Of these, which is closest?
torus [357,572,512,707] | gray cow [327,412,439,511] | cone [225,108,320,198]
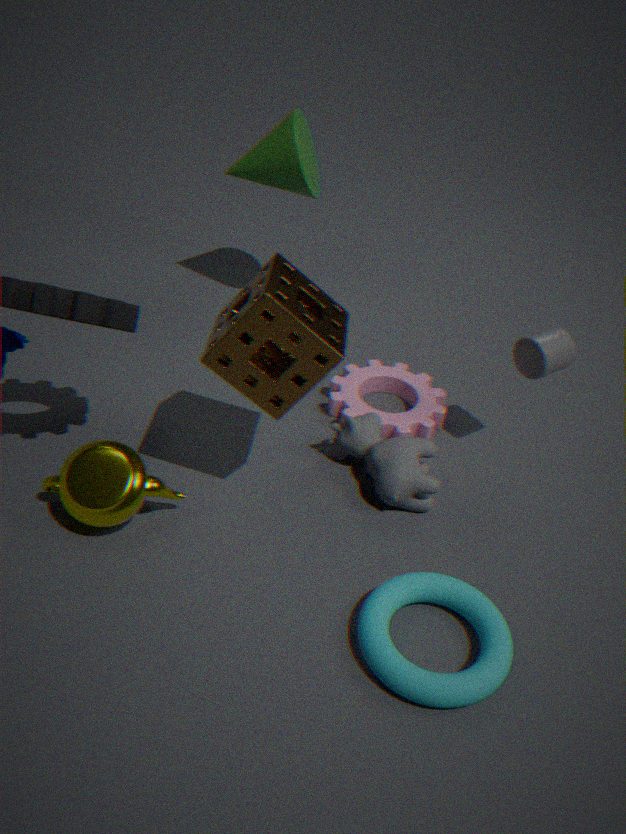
torus [357,572,512,707]
